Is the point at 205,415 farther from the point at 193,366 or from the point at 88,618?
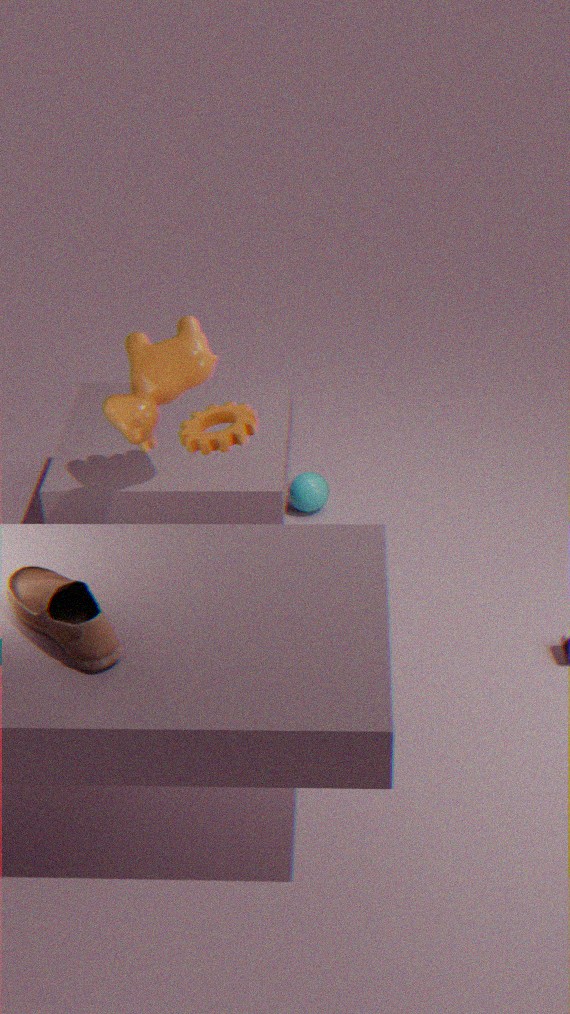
the point at 88,618
